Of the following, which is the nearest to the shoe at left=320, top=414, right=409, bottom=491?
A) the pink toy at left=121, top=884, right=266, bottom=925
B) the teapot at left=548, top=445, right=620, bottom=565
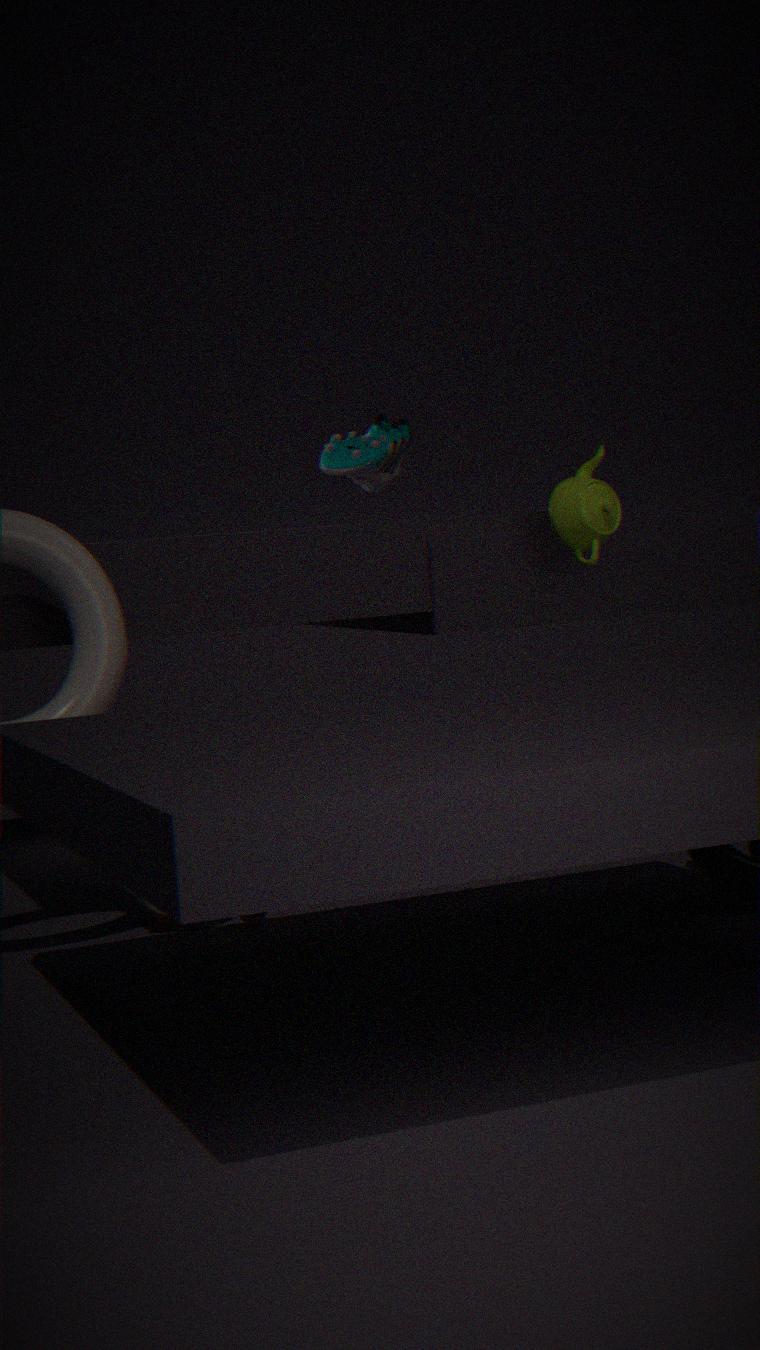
the teapot at left=548, top=445, right=620, bottom=565
